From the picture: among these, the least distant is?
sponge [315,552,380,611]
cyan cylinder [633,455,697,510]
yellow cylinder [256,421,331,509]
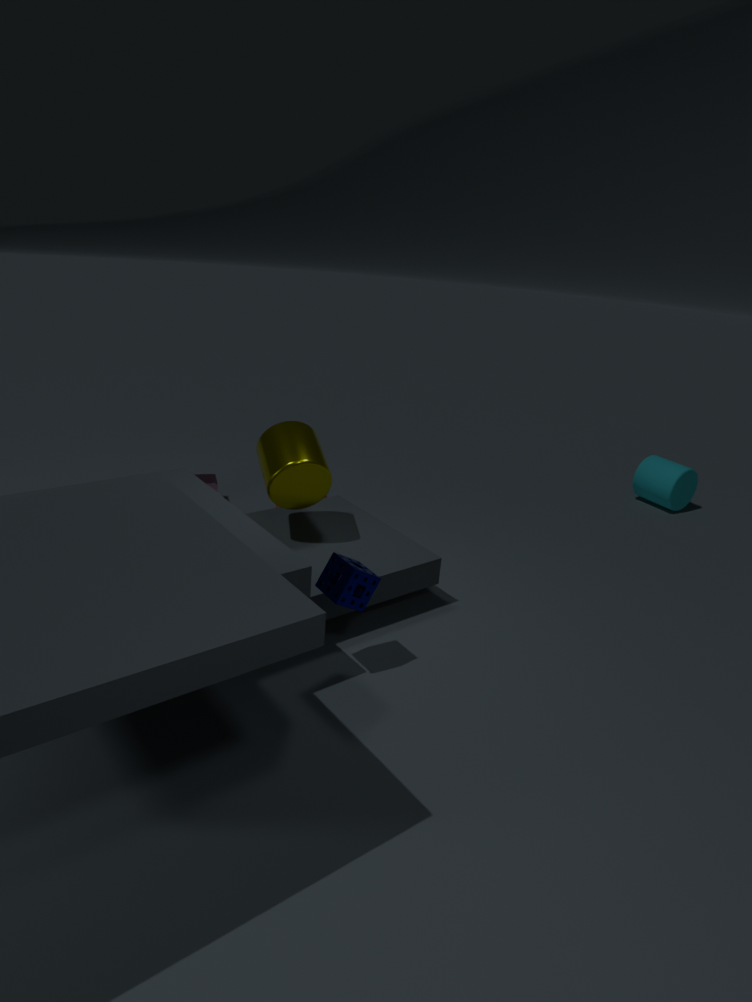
sponge [315,552,380,611]
